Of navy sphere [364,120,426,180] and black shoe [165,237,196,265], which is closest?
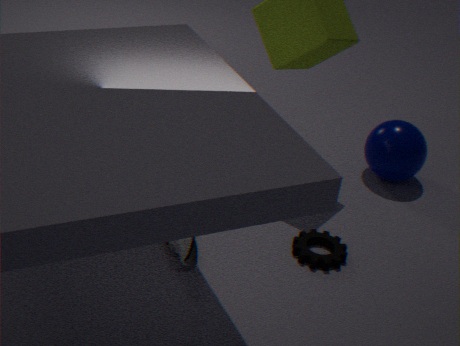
black shoe [165,237,196,265]
